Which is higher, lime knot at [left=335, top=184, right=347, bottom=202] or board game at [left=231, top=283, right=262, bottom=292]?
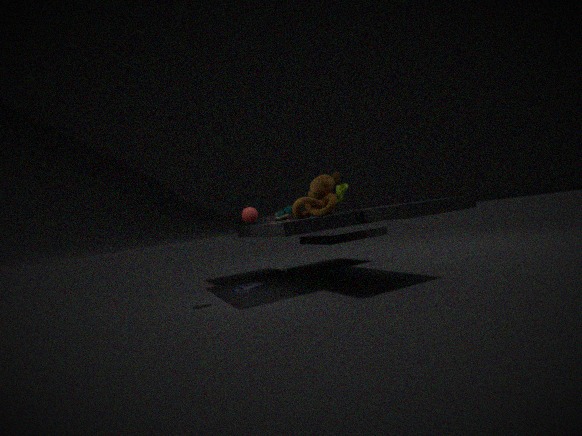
lime knot at [left=335, top=184, right=347, bottom=202]
